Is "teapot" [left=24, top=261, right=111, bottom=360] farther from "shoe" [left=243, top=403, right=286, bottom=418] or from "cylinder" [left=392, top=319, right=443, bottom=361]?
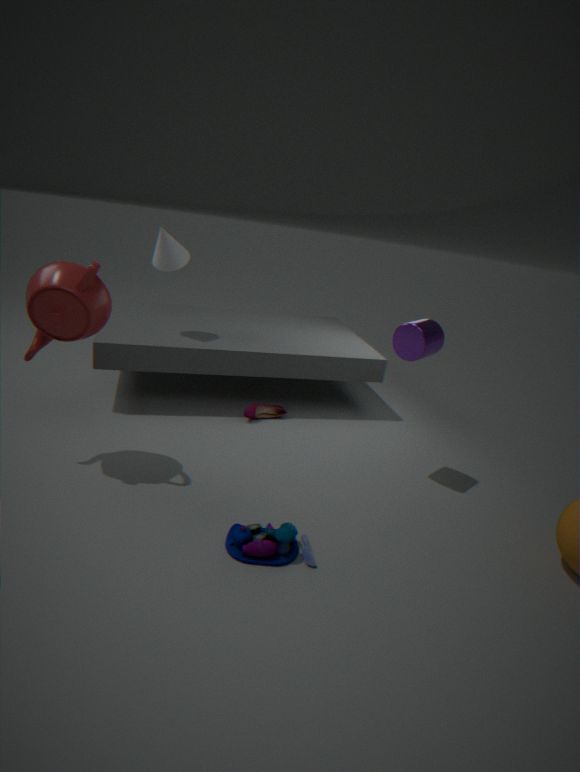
"cylinder" [left=392, top=319, right=443, bottom=361]
